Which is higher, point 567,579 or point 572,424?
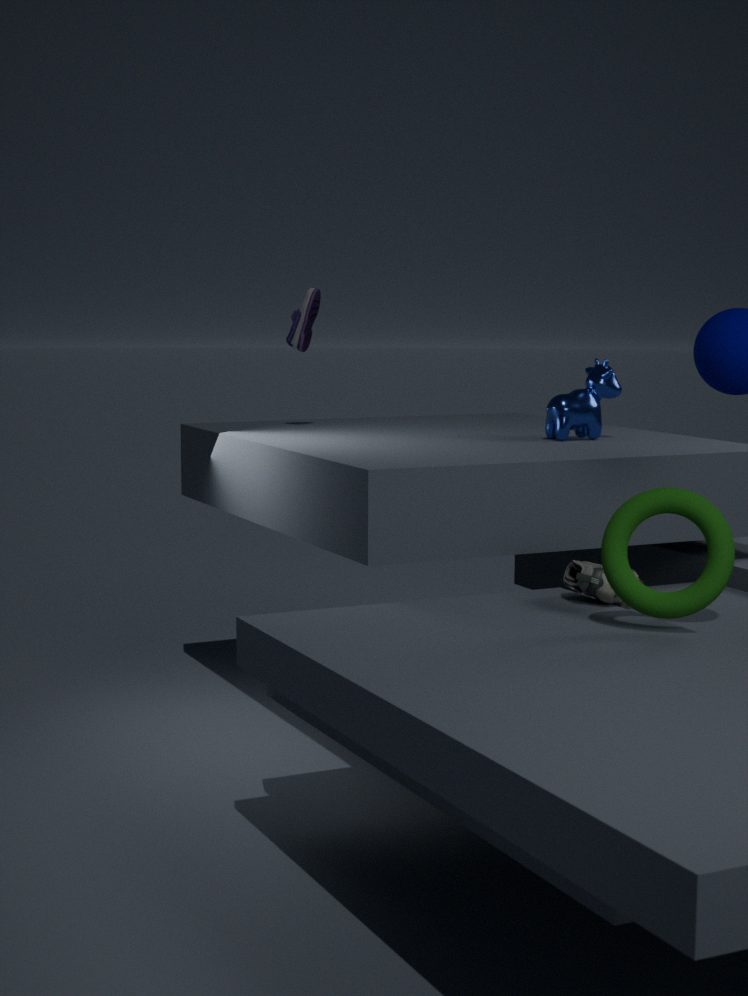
point 572,424
